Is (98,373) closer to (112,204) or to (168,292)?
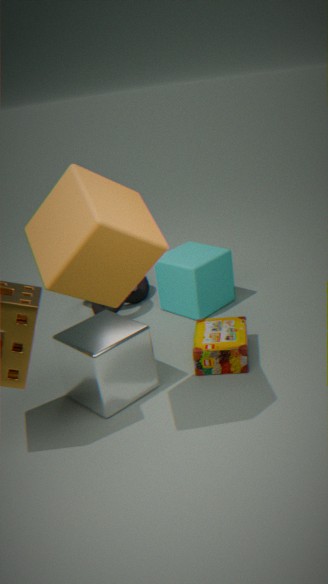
(112,204)
